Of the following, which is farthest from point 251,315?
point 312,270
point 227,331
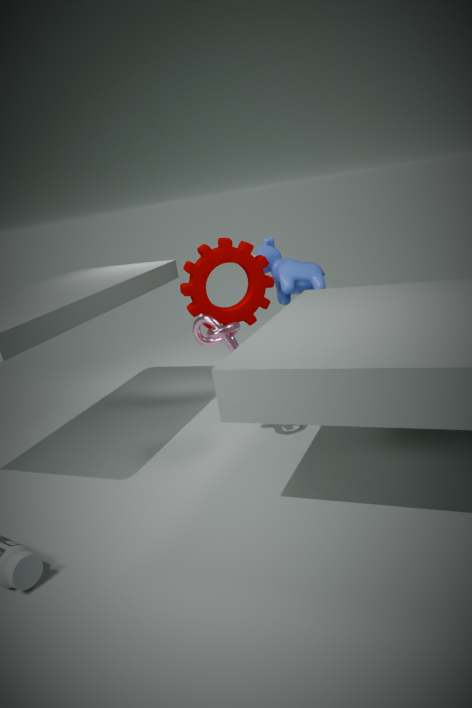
point 227,331
